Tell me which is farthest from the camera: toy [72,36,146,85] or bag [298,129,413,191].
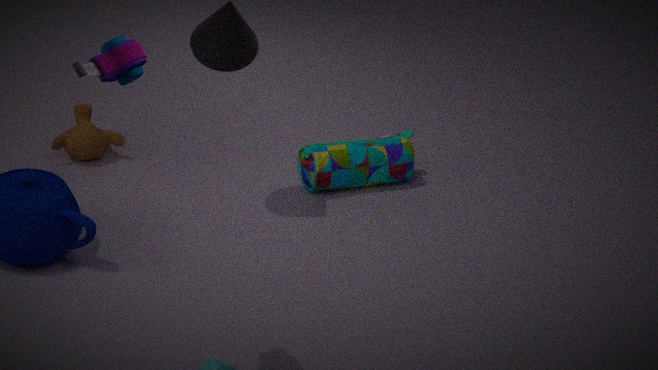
bag [298,129,413,191]
